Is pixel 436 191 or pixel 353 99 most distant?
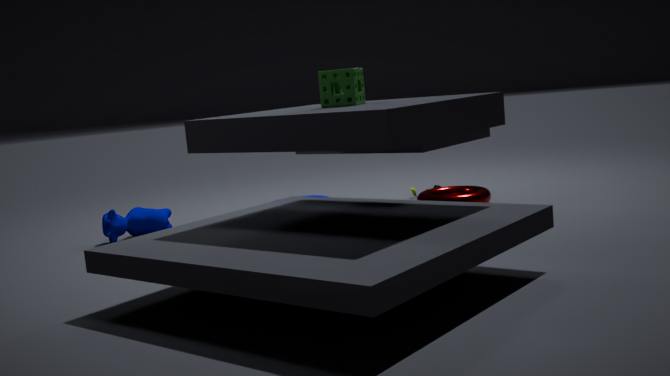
pixel 436 191
